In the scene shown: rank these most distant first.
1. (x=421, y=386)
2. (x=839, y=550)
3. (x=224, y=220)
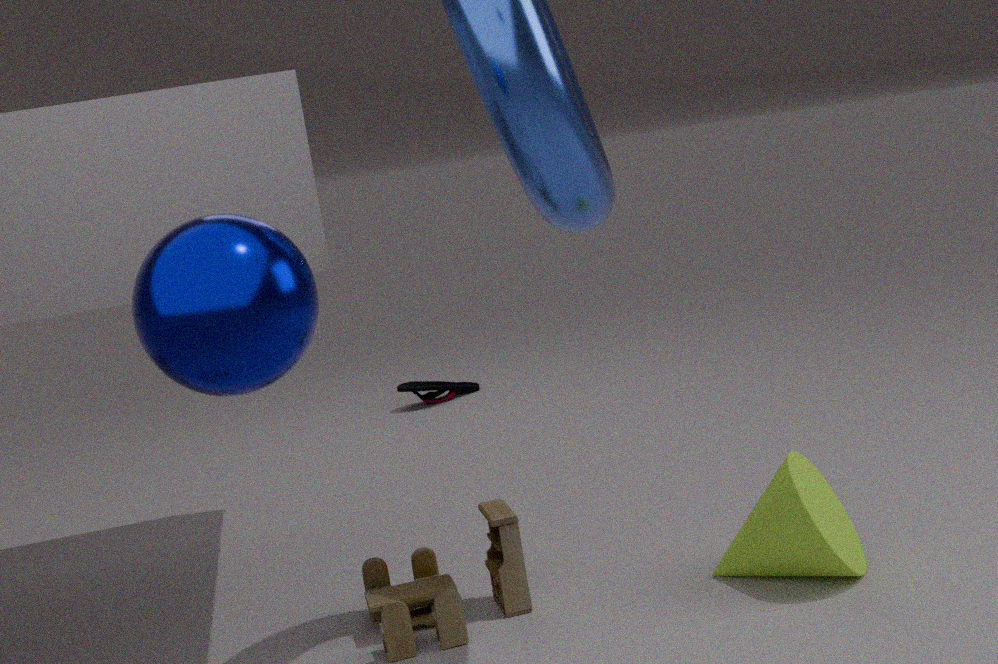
1. (x=421, y=386)
2. (x=839, y=550)
3. (x=224, y=220)
